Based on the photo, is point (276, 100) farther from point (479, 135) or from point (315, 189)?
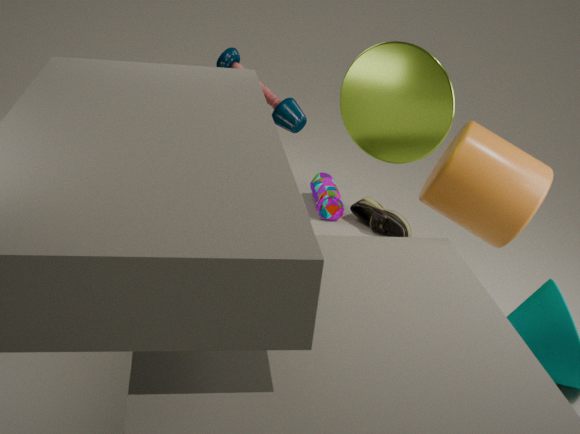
point (479, 135)
